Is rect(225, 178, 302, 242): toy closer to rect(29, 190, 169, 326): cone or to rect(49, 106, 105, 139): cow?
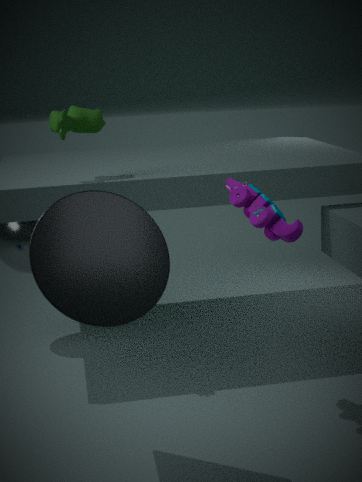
rect(29, 190, 169, 326): cone
